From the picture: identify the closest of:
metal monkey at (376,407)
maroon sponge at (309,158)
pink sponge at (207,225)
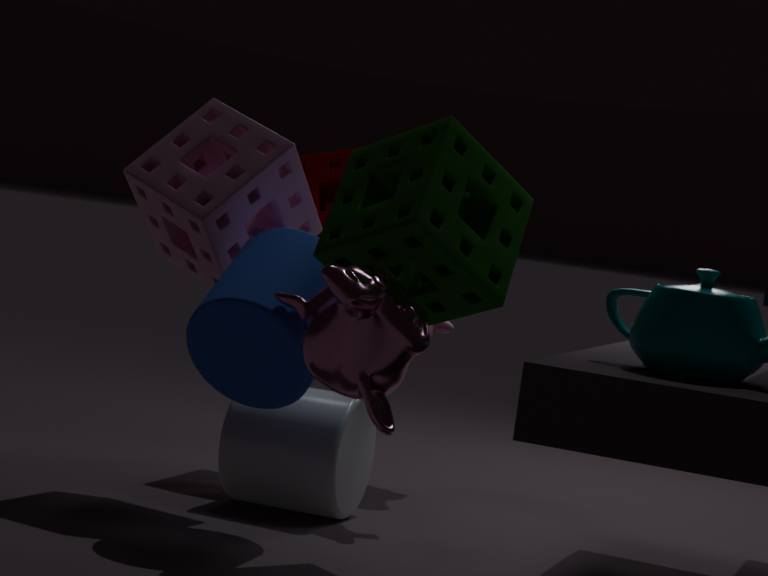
metal monkey at (376,407)
